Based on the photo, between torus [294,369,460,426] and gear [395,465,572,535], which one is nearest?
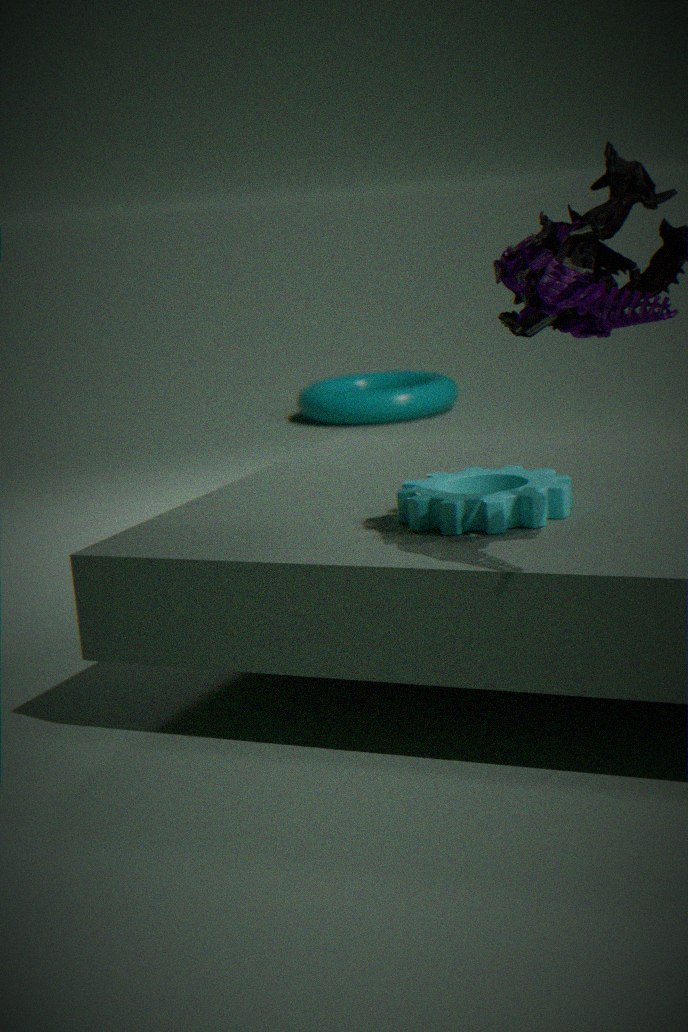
gear [395,465,572,535]
